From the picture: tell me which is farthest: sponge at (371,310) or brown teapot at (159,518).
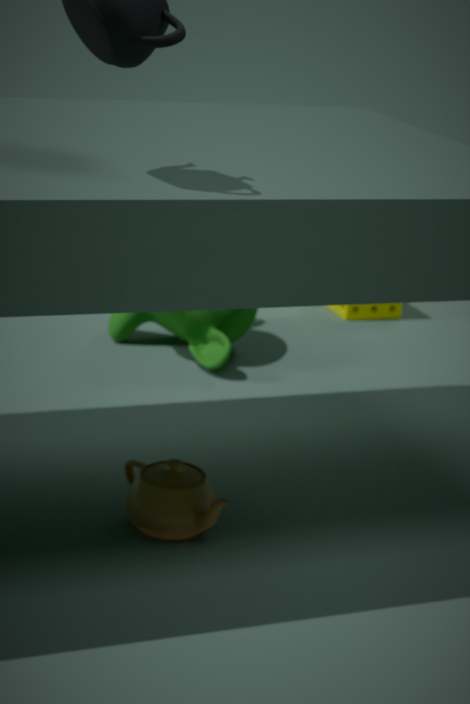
sponge at (371,310)
